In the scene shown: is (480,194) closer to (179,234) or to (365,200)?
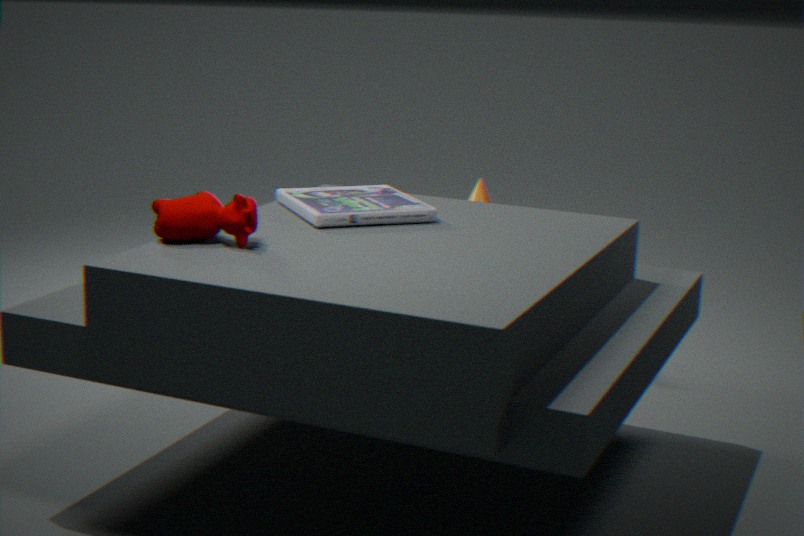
(365,200)
